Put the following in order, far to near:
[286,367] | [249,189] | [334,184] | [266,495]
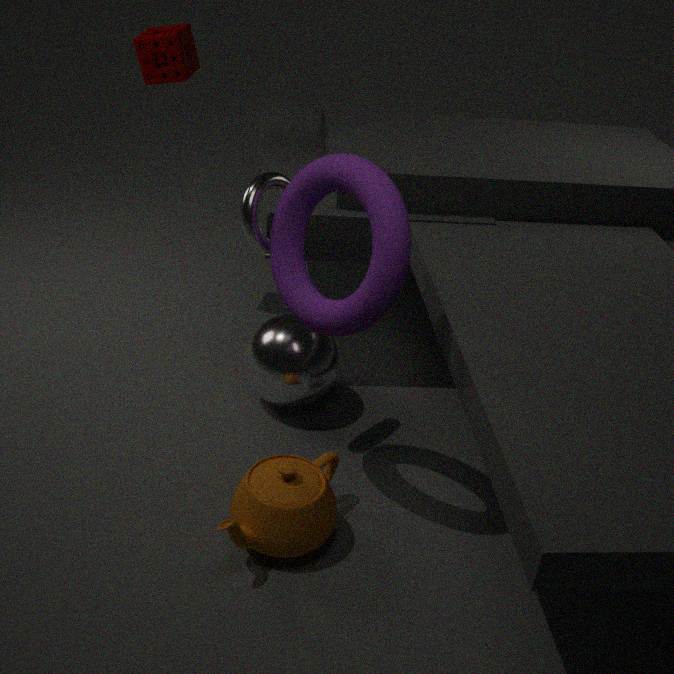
[286,367], [249,189], [266,495], [334,184]
